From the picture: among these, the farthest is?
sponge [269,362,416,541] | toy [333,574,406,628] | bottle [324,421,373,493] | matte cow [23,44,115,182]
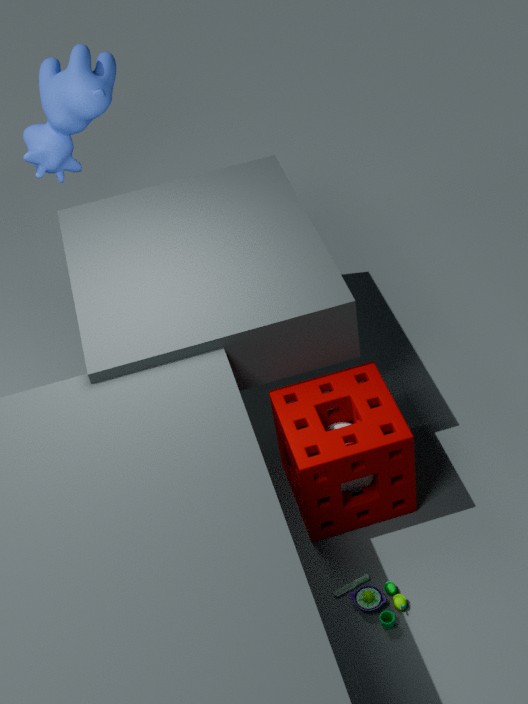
matte cow [23,44,115,182]
